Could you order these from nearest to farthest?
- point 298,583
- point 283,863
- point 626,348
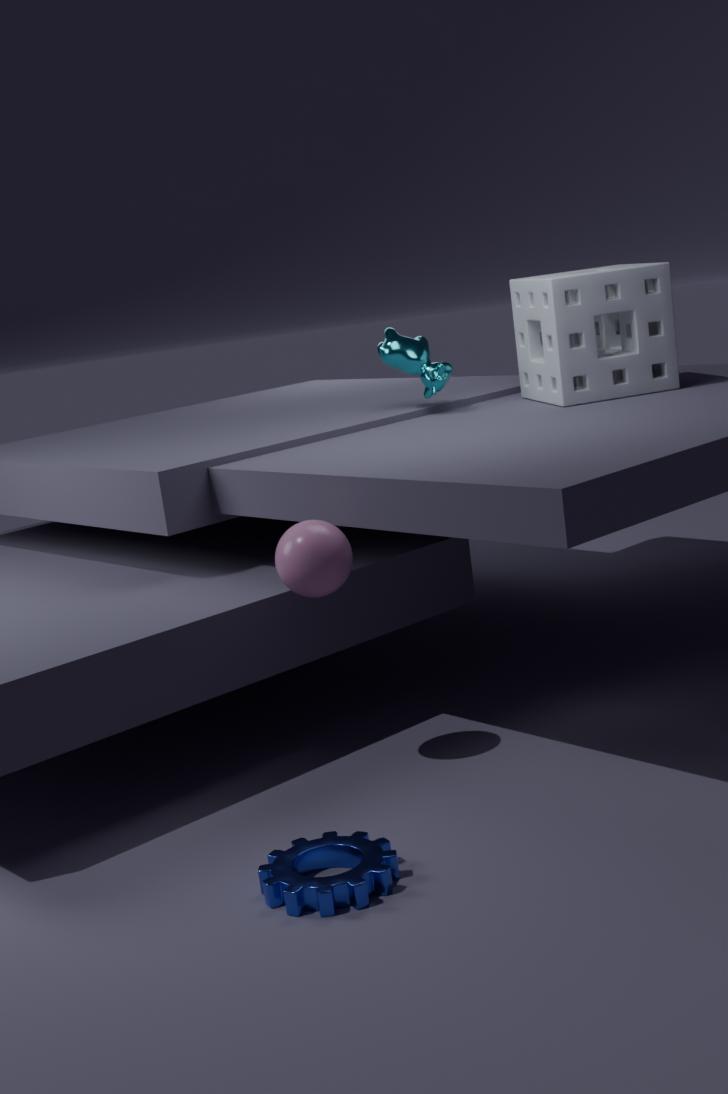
point 283,863 < point 298,583 < point 626,348
